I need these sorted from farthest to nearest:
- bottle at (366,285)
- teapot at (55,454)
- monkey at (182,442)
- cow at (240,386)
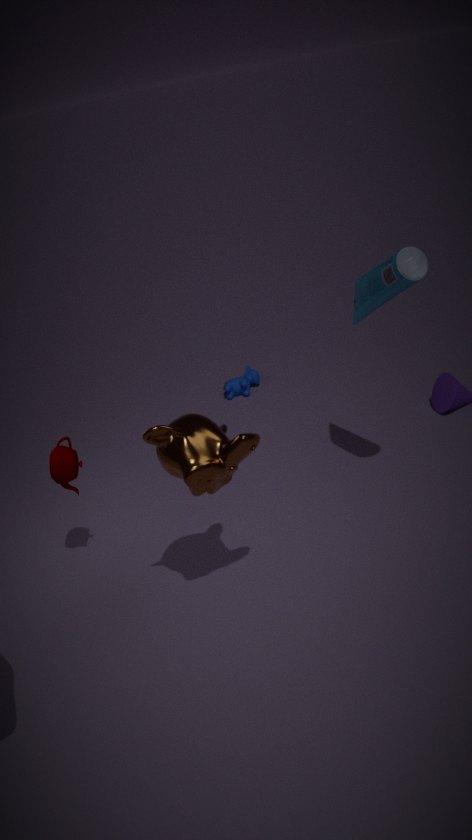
cow at (240,386) → teapot at (55,454) → bottle at (366,285) → monkey at (182,442)
